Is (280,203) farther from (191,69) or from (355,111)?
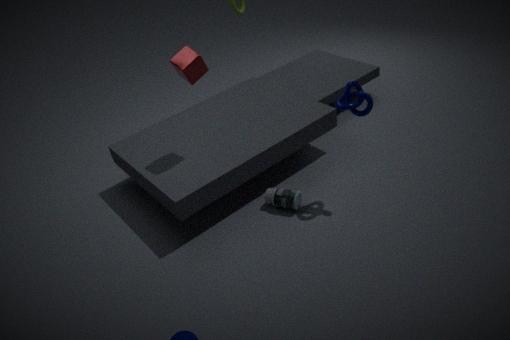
(191,69)
